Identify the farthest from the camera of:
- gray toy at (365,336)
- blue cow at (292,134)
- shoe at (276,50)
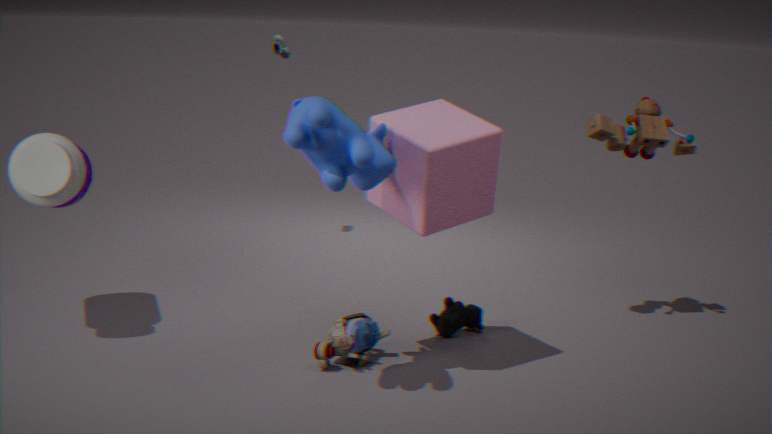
shoe at (276,50)
